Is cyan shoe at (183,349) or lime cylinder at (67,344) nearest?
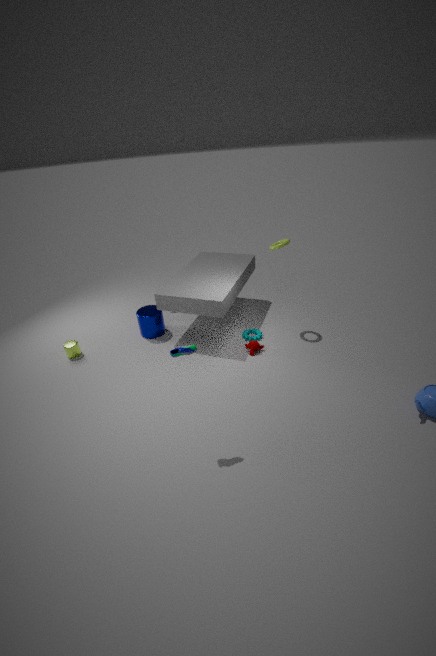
cyan shoe at (183,349)
